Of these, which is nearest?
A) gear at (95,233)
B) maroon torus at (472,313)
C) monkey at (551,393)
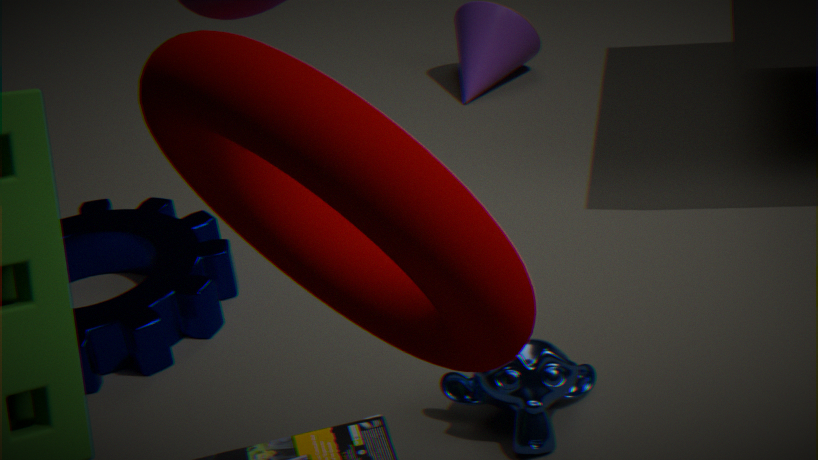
maroon torus at (472,313)
